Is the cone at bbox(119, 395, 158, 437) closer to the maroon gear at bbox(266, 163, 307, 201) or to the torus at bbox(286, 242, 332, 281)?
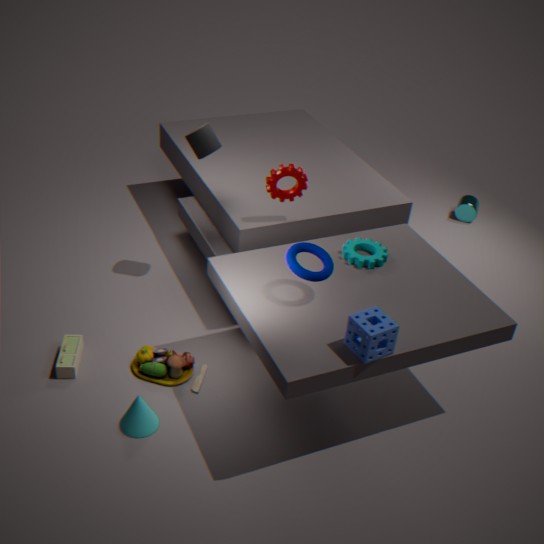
the torus at bbox(286, 242, 332, 281)
